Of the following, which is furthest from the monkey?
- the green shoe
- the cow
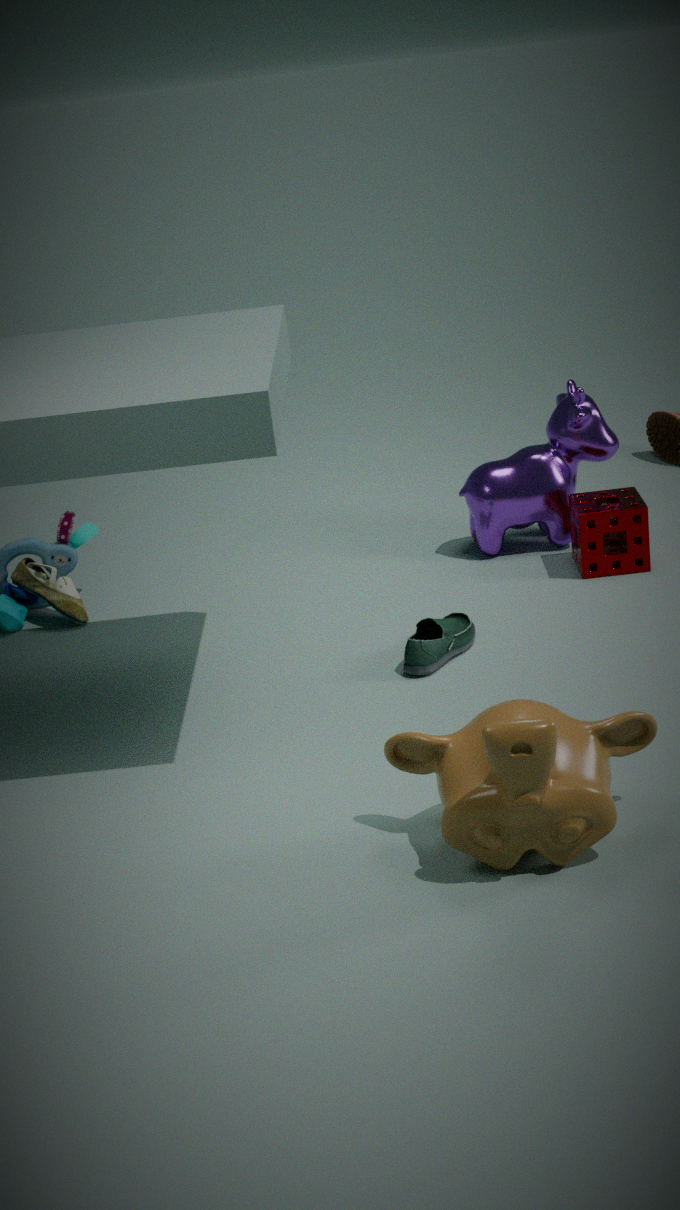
the cow
